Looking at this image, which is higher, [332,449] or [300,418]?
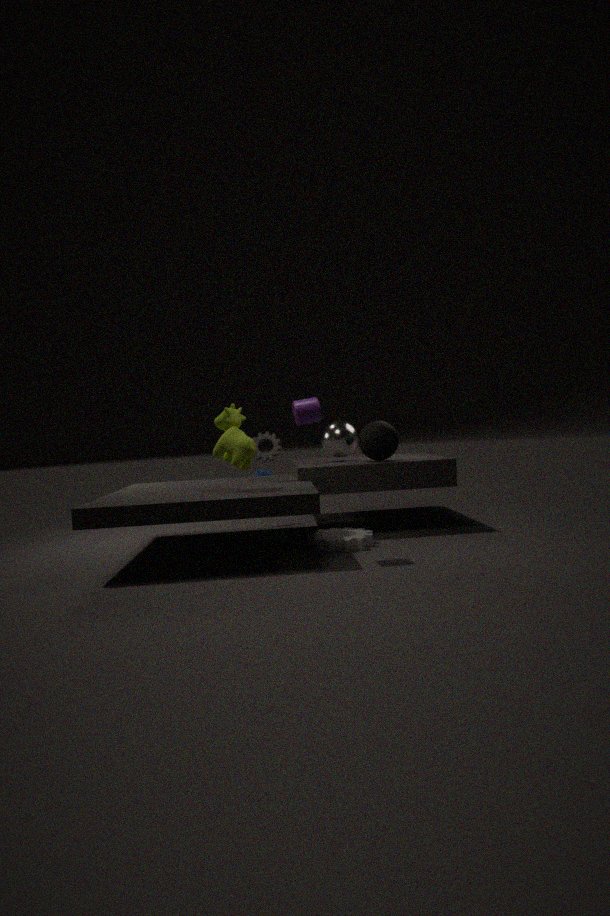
[300,418]
